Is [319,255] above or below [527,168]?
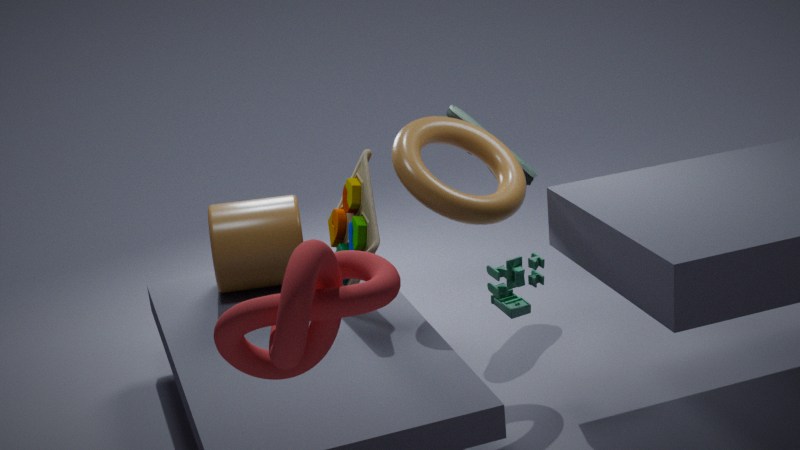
above
